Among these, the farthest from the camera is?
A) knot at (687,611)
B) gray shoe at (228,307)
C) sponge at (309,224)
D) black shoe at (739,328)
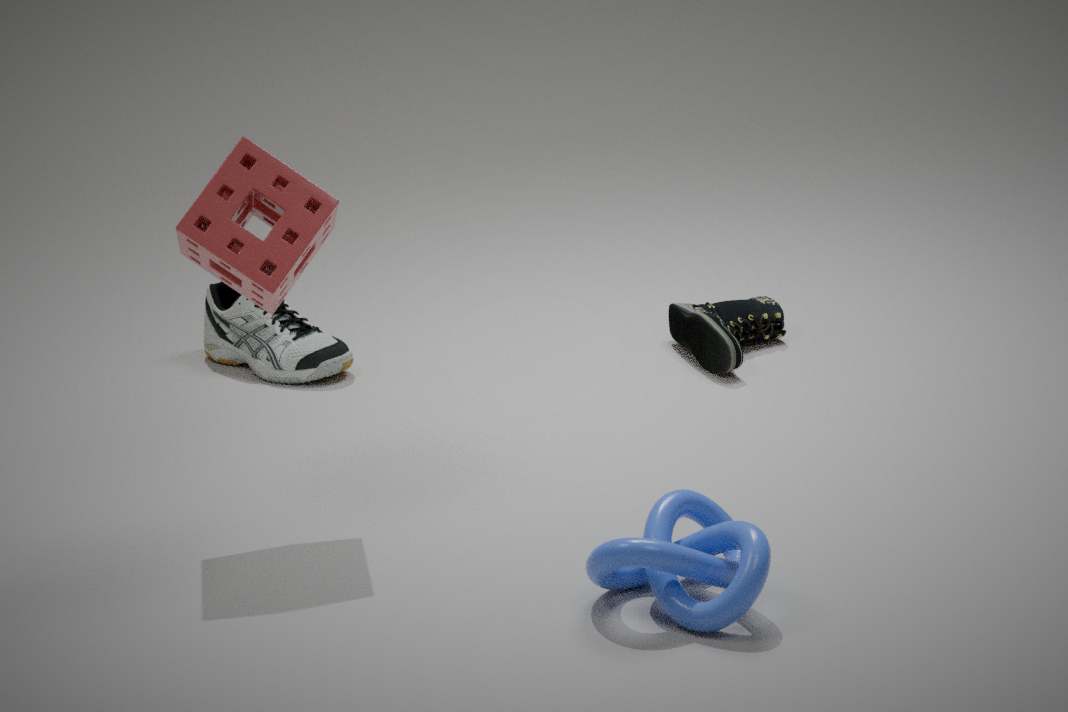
gray shoe at (228,307)
